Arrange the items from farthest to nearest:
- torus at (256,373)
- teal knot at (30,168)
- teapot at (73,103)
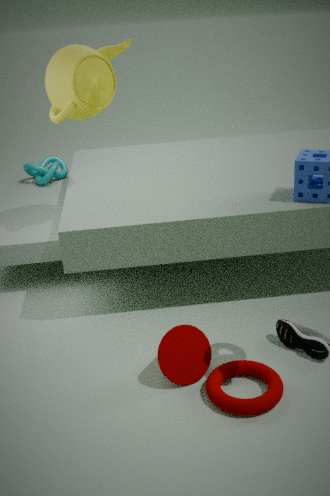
teal knot at (30,168)
teapot at (73,103)
torus at (256,373)
